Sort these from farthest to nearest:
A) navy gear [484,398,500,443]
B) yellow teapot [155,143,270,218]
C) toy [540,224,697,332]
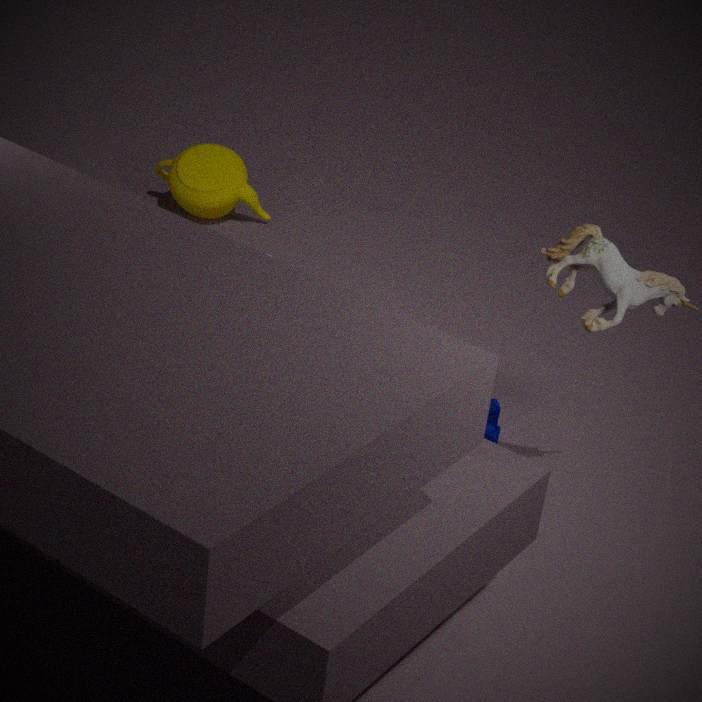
yellow teapot [155,143,270,218]
navy gear [484,398,500,443]
toy [540,224,697,332]
